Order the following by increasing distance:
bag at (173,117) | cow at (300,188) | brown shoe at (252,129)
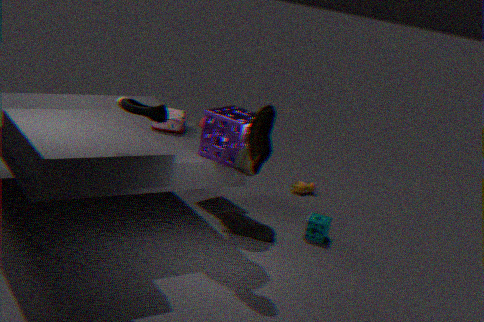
1. brown shoe at (252,129)
2. bag at (173,117)
3. cow at (300,188)
